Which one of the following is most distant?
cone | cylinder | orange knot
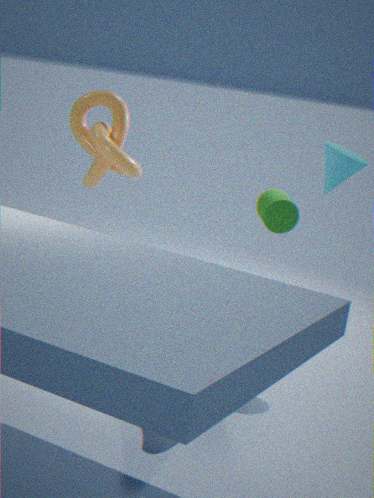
orange knot
